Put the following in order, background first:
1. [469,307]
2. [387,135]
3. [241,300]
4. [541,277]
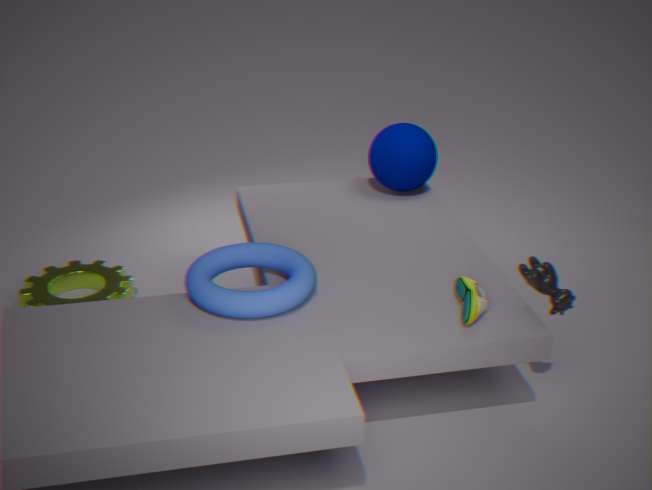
[387,135] < [541,277] < [469,307] < [241,300]
